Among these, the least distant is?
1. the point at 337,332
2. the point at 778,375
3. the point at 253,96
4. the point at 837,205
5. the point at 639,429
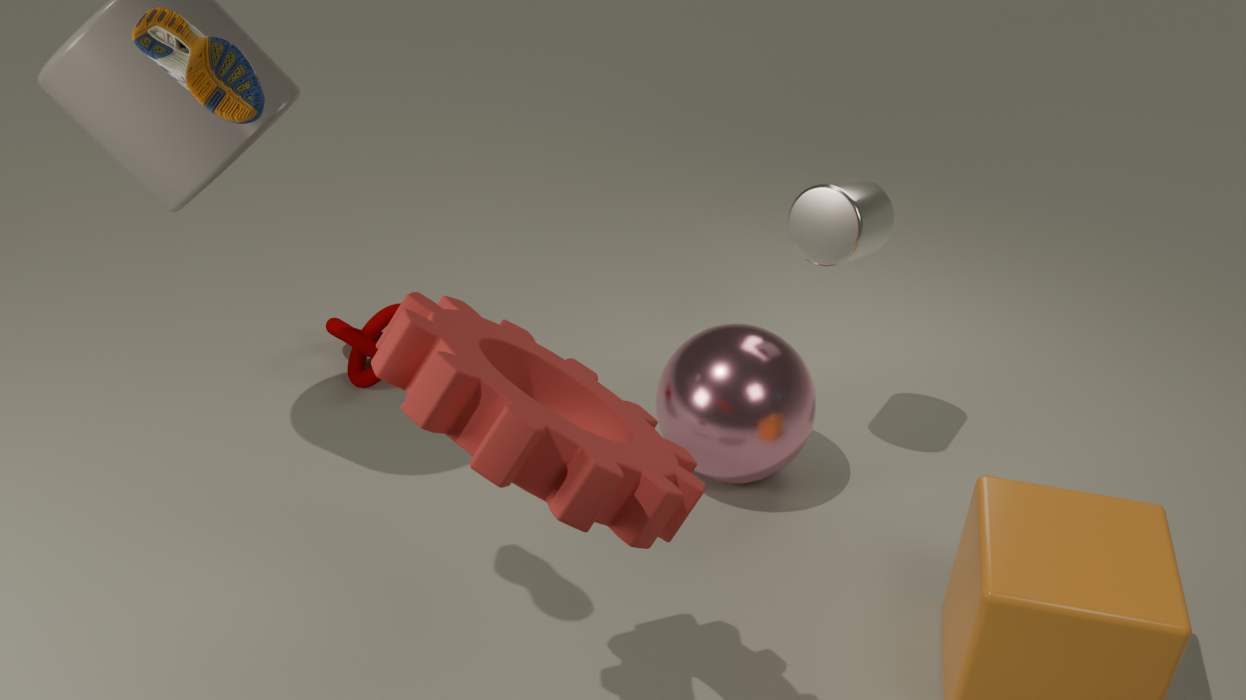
the point at 253,96
